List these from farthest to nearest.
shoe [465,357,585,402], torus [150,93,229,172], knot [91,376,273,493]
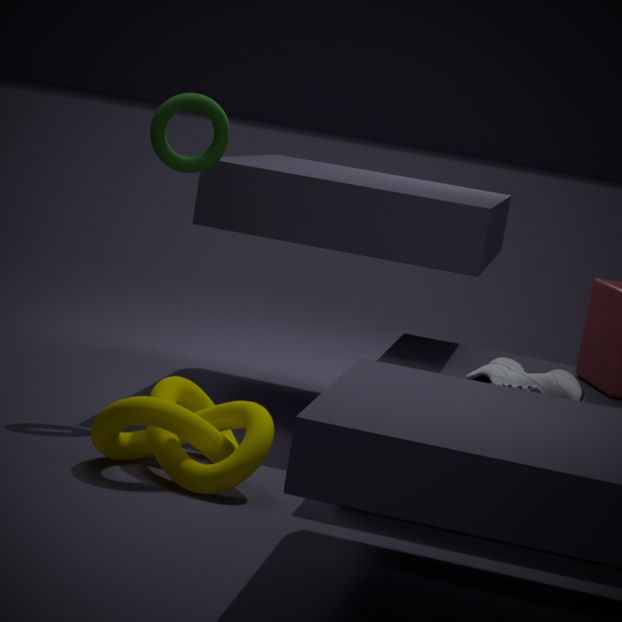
torus [150,93,229,172] → shoe [465,357,585,402] → knot [91,376,273,493]
